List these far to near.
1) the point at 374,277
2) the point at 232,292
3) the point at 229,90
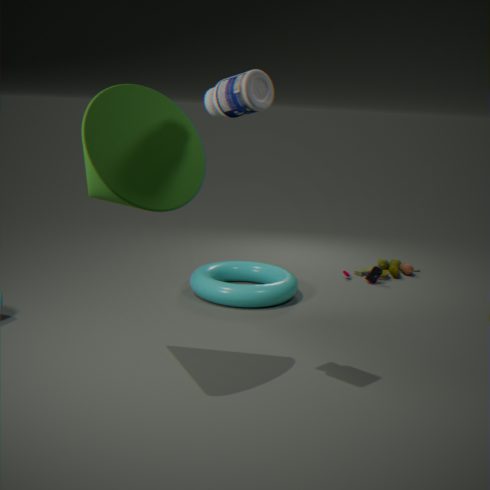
1 → 2 → 3
